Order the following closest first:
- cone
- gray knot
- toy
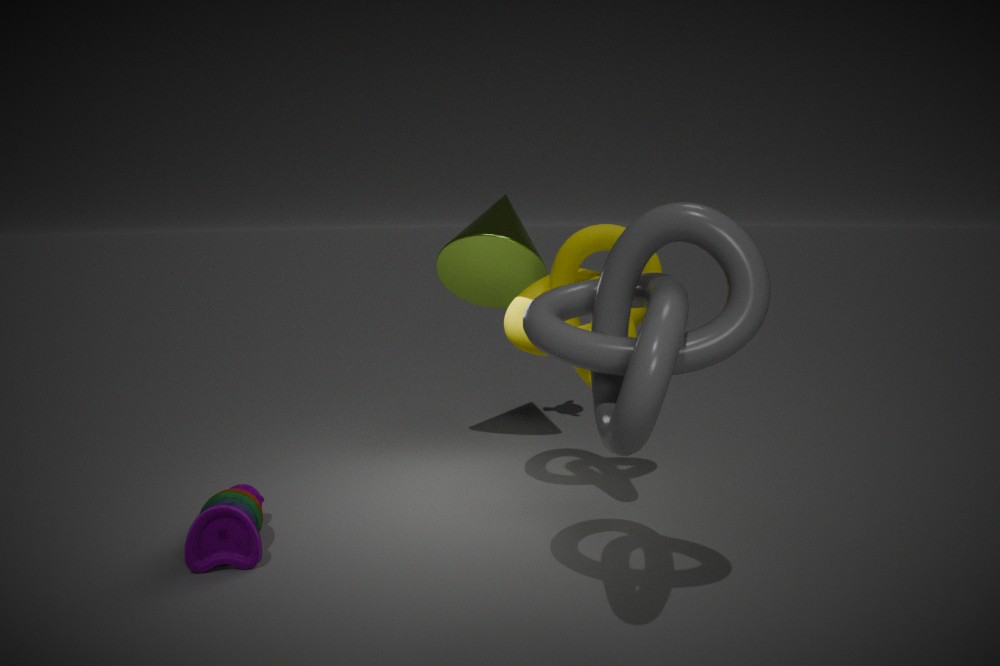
gray knot
toy
cone
